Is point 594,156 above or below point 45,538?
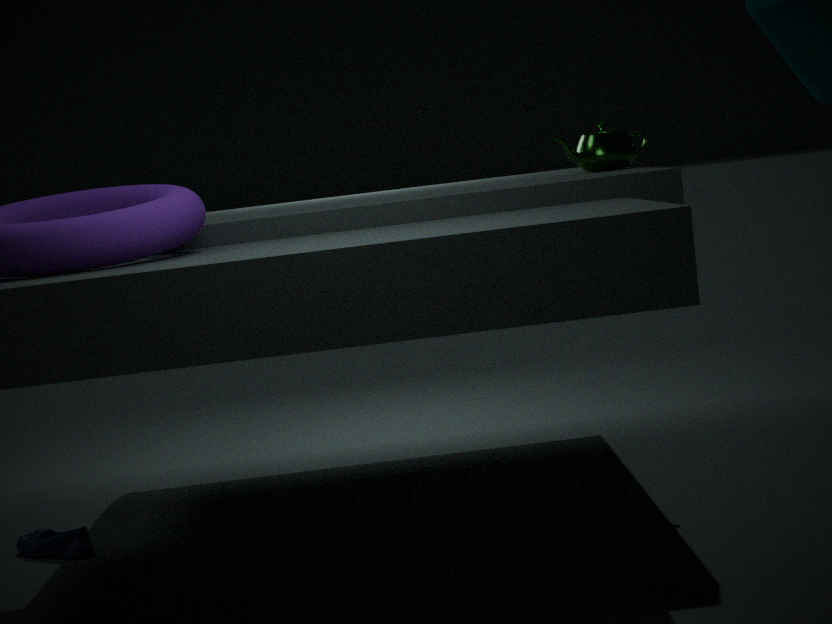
above
